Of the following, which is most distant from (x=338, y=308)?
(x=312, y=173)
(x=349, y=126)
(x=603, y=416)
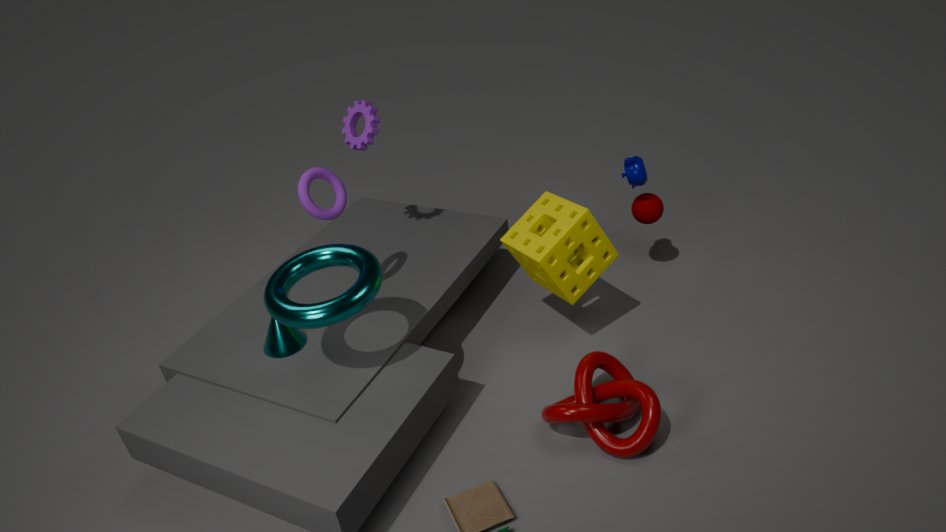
(x=603, y=416)
